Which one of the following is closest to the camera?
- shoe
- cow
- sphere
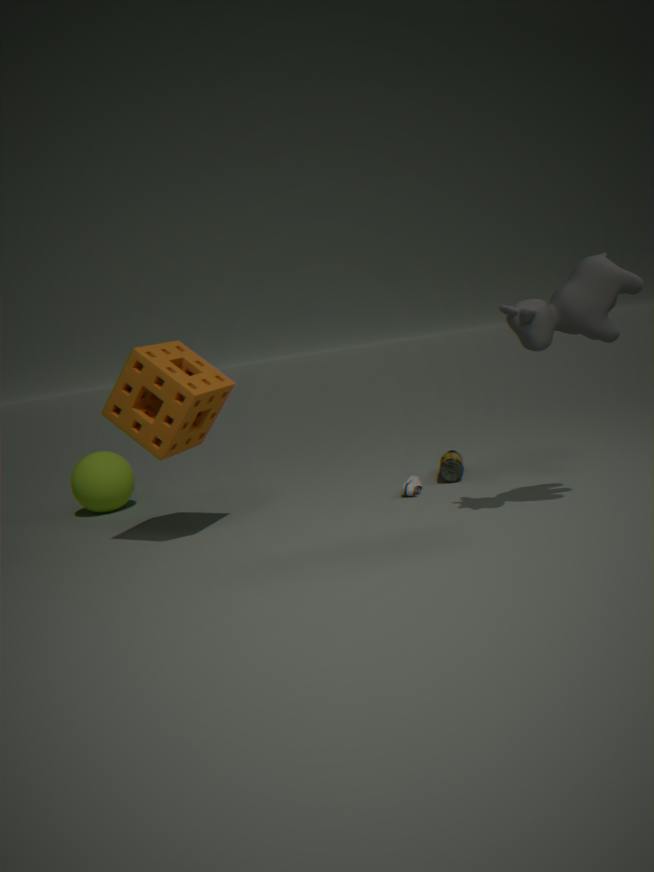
cow
